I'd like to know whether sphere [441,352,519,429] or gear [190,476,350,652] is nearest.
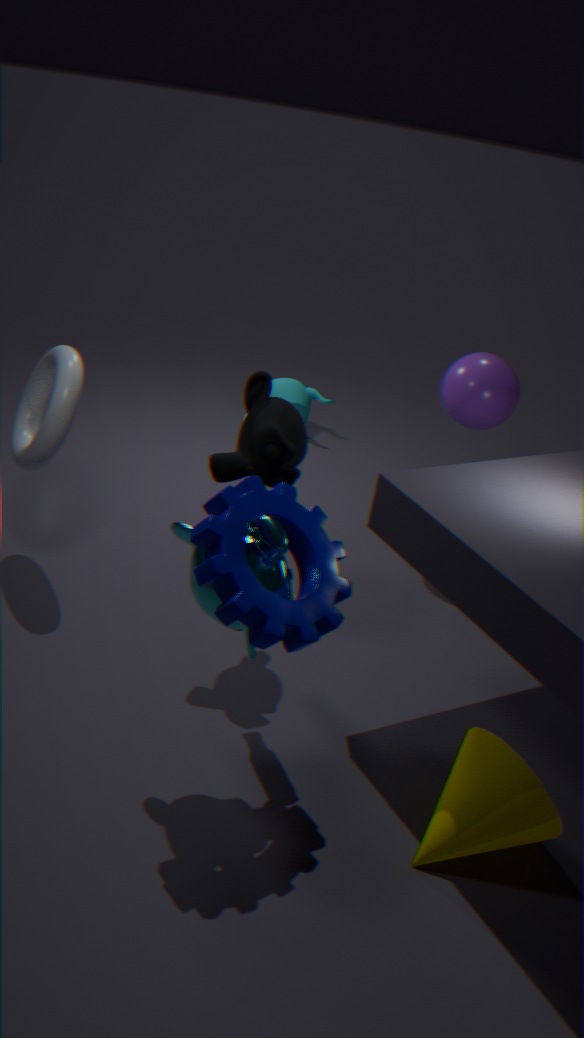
gear [190,476,350,652]
